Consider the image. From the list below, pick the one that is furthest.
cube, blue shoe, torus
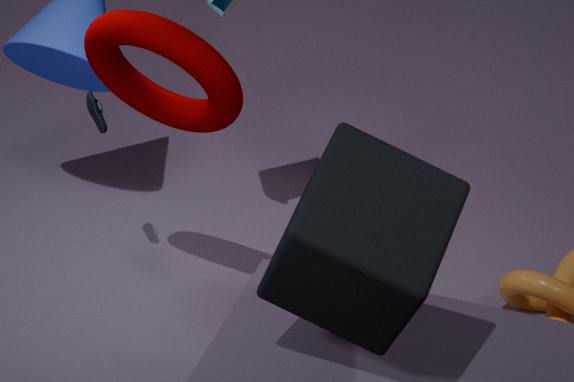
blue shoe
